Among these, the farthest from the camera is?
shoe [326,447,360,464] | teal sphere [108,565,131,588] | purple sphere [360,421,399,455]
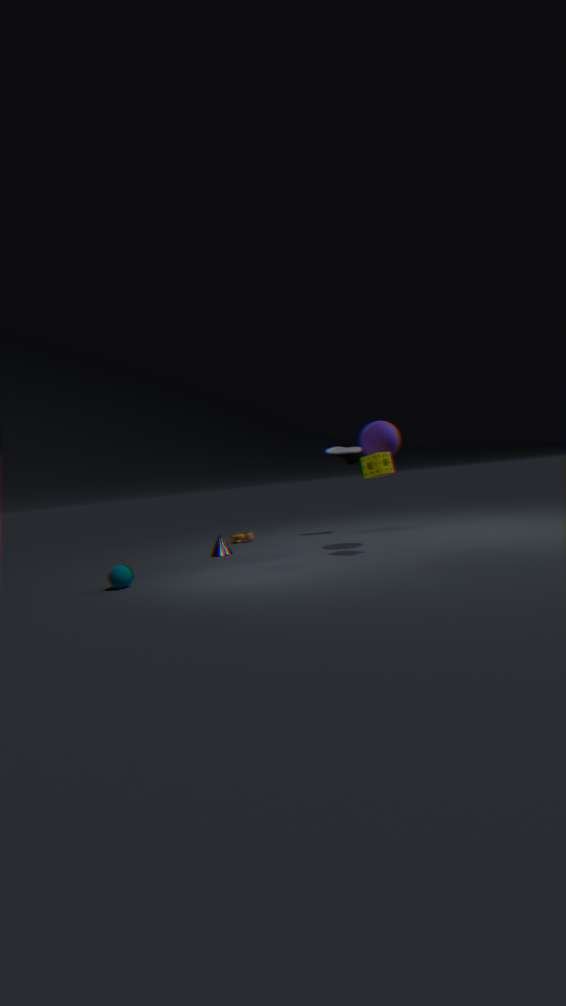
shoe [326,447,360,464]
